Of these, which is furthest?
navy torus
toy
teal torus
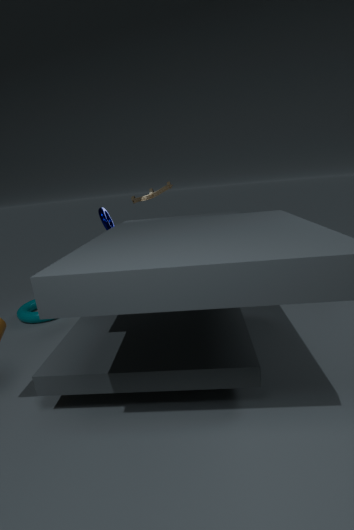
toy
